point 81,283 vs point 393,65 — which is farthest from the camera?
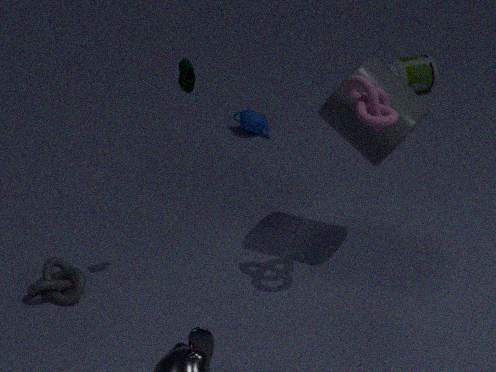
point 393,65
